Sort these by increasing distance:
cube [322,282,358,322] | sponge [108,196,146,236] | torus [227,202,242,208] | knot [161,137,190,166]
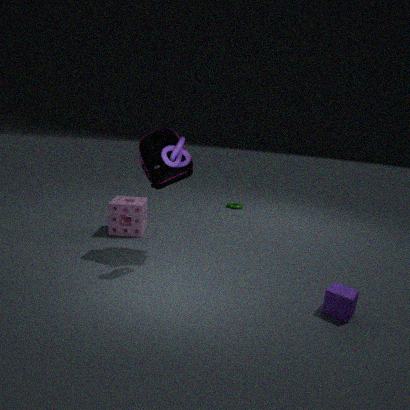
cube [322,282,358,322] < knot [161,137,190,166] < sponge [108,196,146,236] < torus [227,202,242,208]
